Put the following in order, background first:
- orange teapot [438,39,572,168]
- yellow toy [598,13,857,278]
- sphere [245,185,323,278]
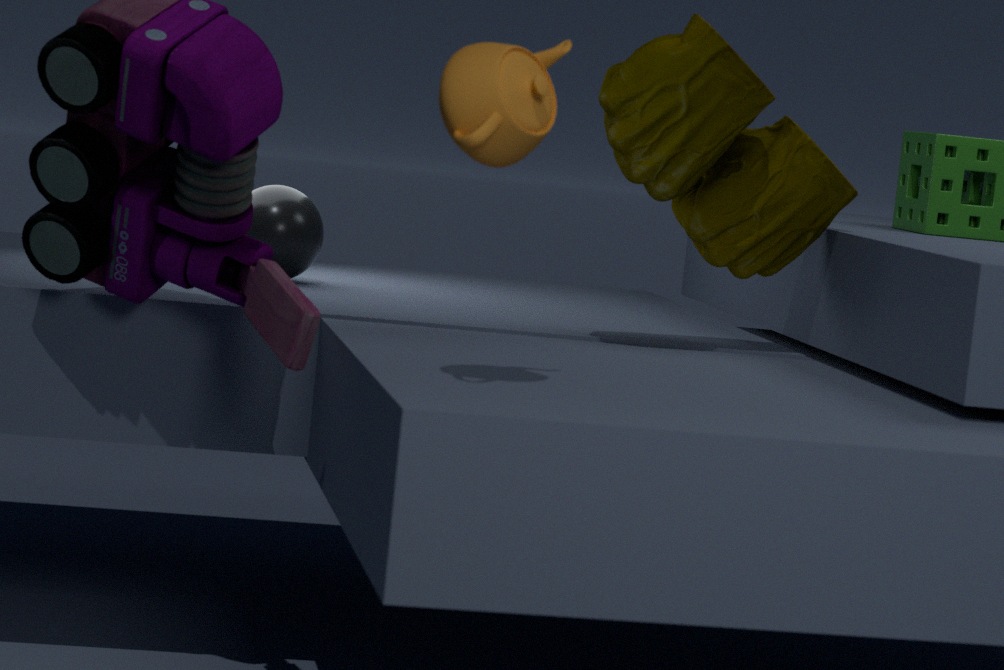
sphere [245,185,323,278], yellow toy [598,13,857,278], orange teapot [438,39,572,168]
